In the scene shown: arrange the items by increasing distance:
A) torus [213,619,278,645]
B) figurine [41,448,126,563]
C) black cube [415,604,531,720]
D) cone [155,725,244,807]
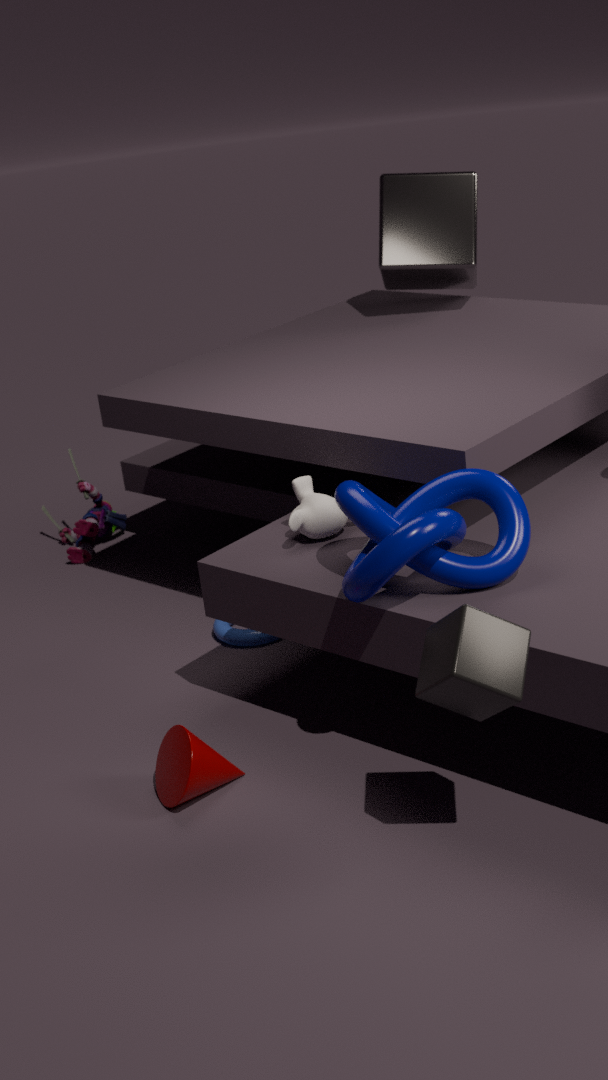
black cube [415,604,531,720] < cone [155,725,244,807] < torus [213,619,278,645] < figurine [41,448,126,563]
